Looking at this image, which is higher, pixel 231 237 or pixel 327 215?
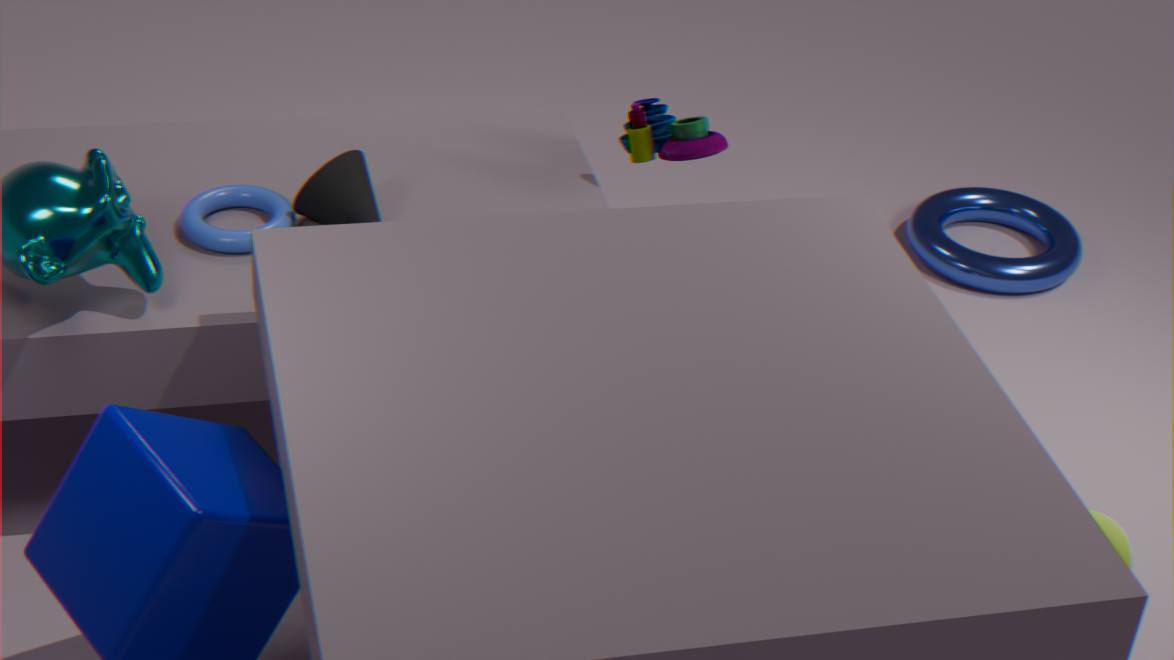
pixel 327 215
